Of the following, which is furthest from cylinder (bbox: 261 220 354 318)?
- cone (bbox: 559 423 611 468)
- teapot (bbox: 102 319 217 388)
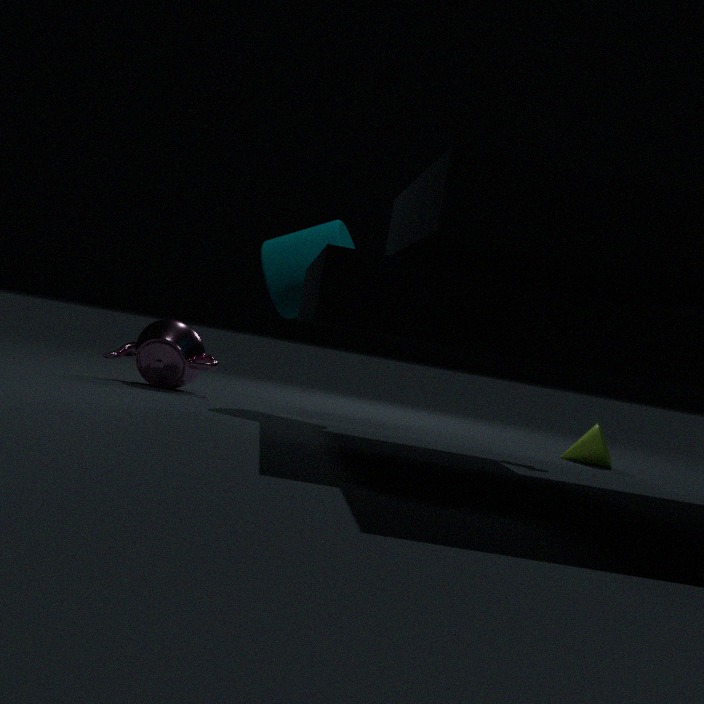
cone (bbox: 559 423 611 468)
